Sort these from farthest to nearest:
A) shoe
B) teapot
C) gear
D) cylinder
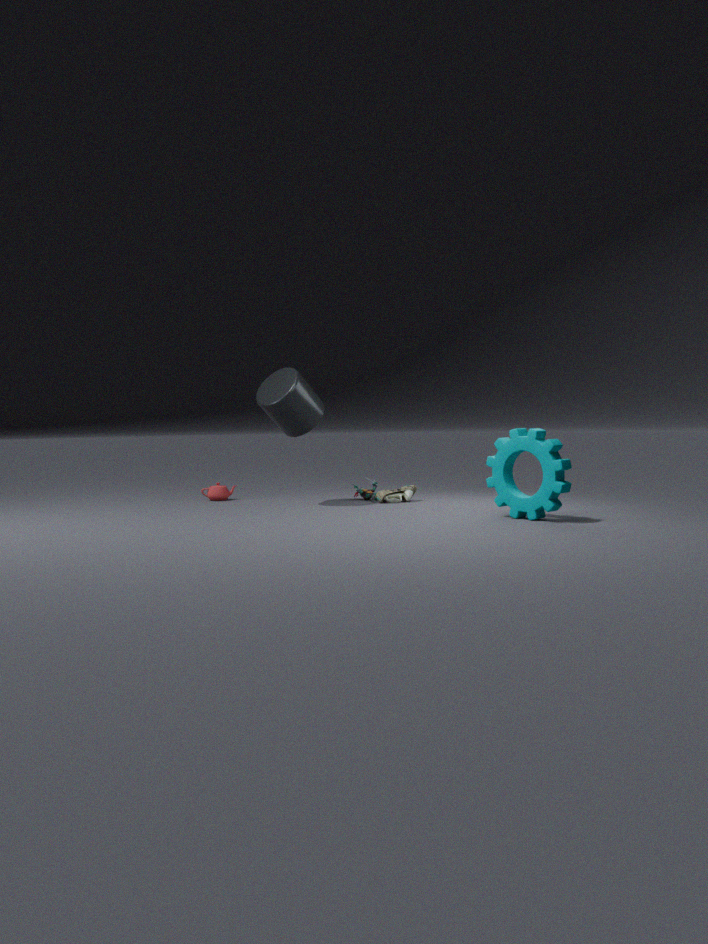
1. B. teapot
2. A. shoe
3. D. cylinder
4. C. gear
